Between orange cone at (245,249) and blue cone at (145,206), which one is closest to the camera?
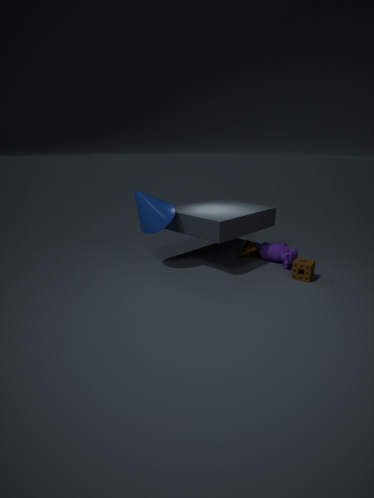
blue cone at (145,206)
